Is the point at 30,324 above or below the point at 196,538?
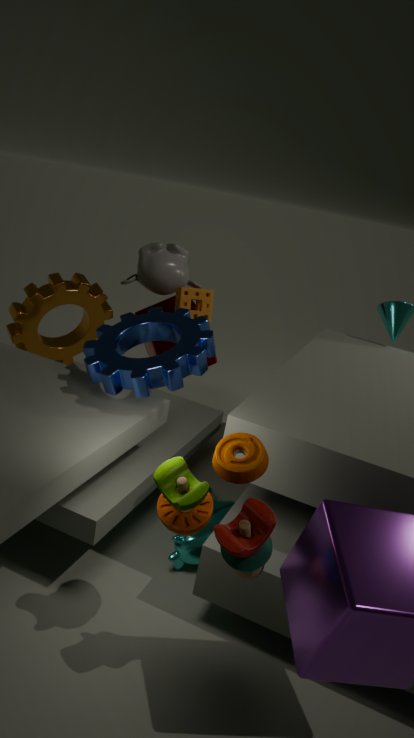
above
